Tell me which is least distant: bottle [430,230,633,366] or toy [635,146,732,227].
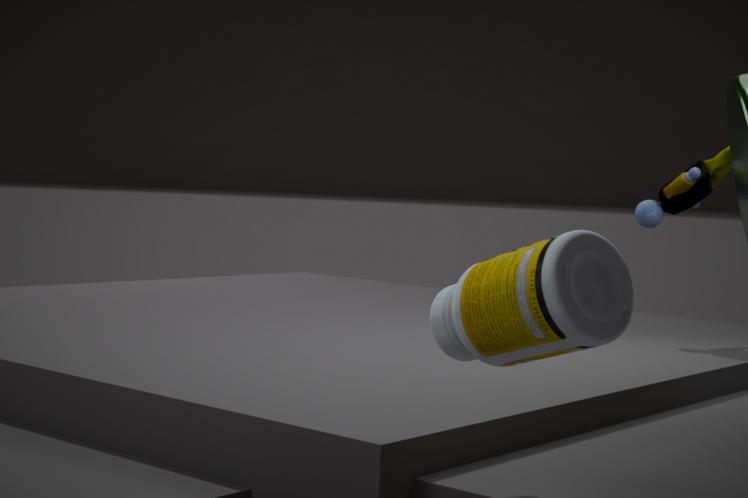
bottle [430,230,633,366]
